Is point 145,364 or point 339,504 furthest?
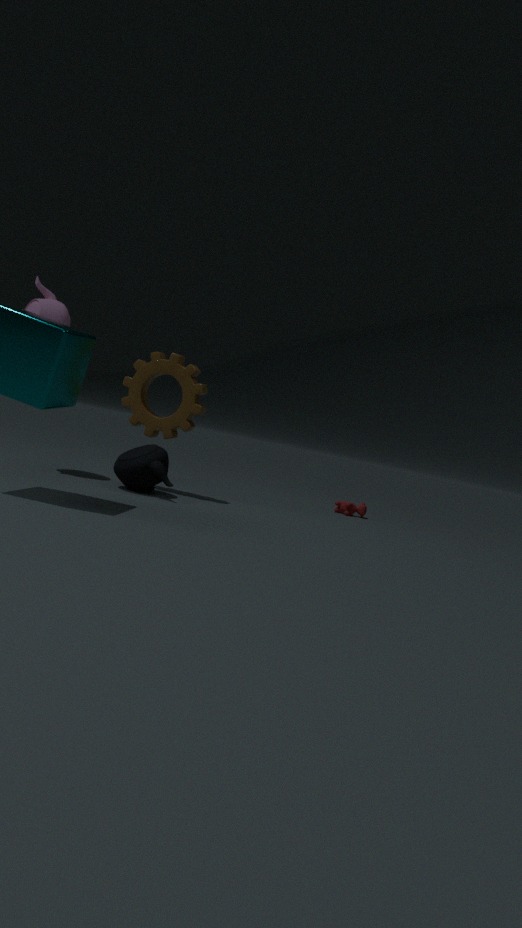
point 339,504
